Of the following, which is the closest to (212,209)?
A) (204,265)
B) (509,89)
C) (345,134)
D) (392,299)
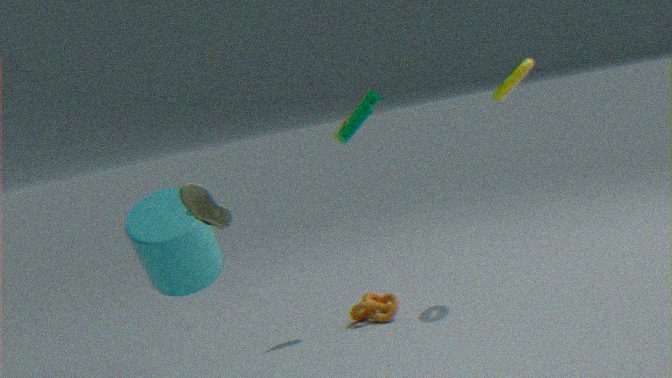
(204,265)
